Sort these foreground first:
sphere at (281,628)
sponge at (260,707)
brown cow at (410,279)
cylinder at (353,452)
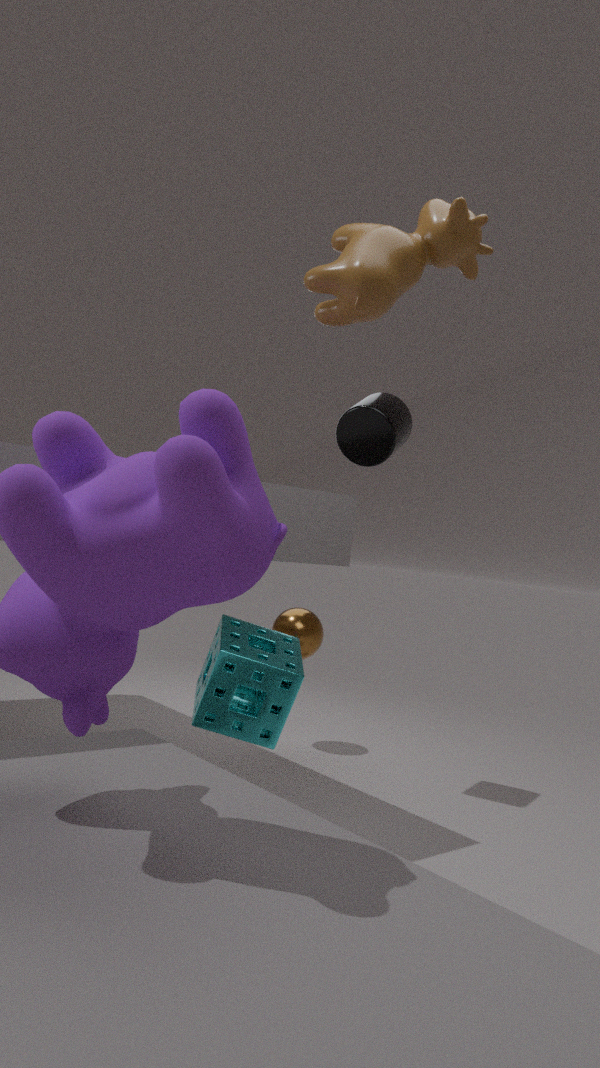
brown cow at (410,279) → sponge at (260,707) → cylinder at (353,452) → sphere at (281,628)
